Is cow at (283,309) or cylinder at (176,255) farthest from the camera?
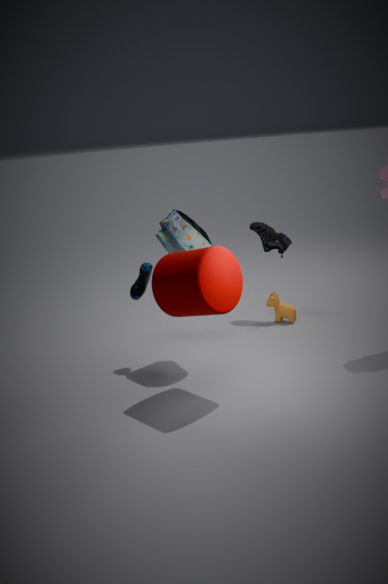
cow at (283,309)
